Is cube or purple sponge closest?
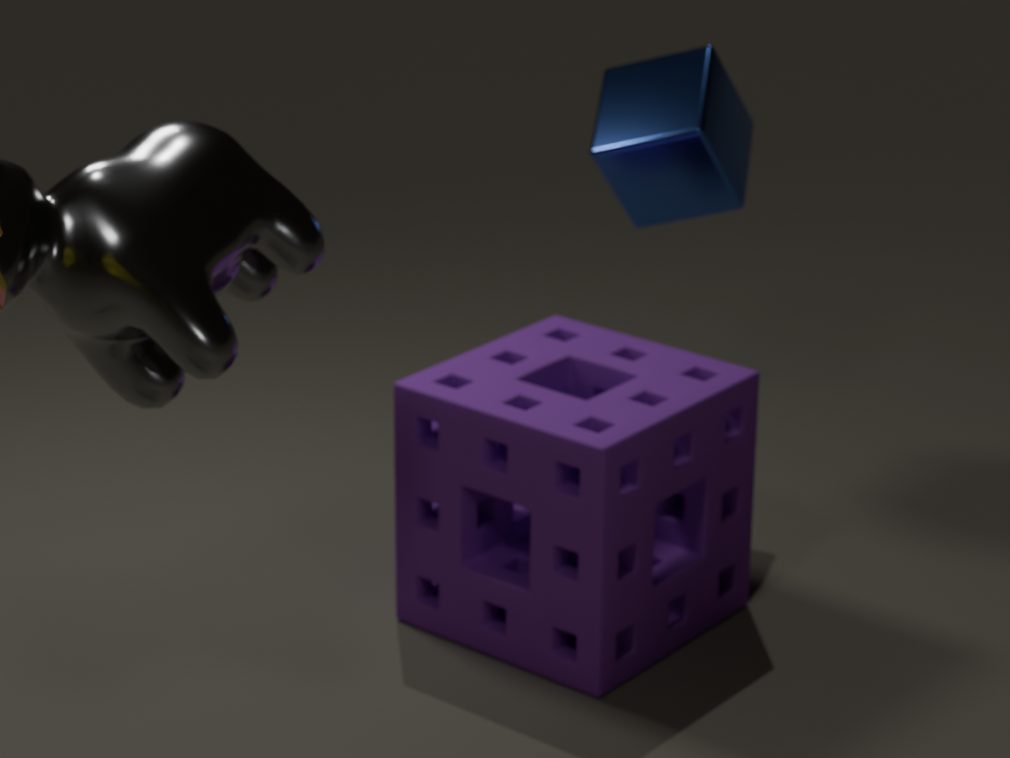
purple sponge
